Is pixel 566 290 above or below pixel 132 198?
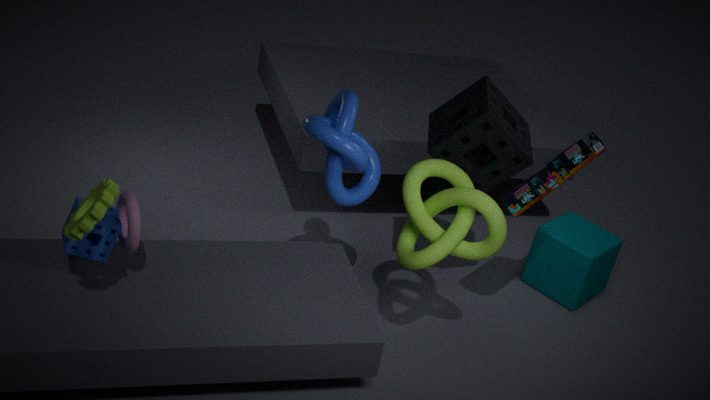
below
